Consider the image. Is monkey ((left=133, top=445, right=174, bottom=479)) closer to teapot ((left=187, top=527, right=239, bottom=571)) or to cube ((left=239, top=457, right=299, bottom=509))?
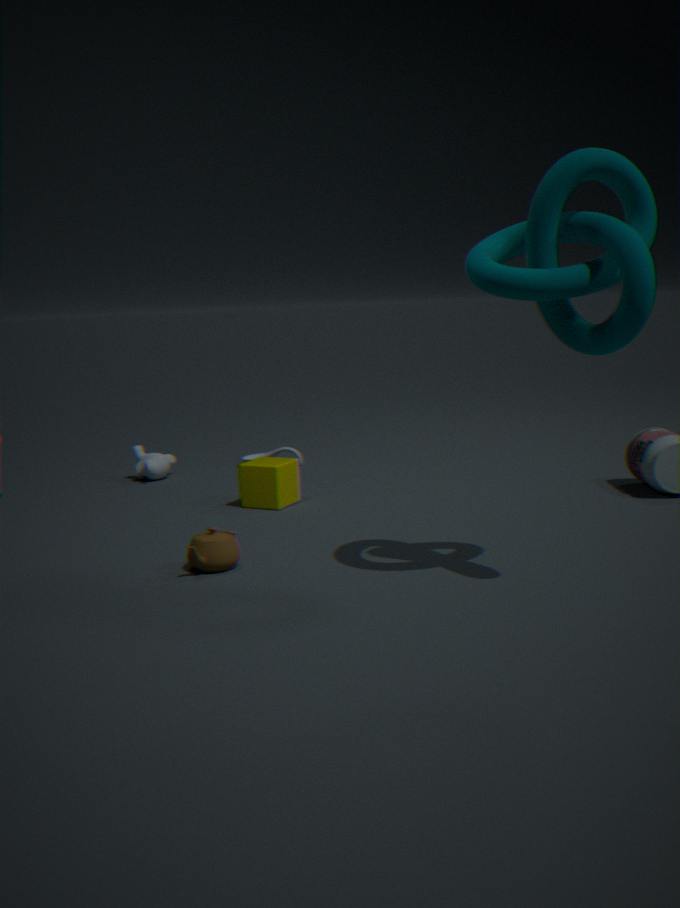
cube ((left=239, top=457, right=299, bottom=509))
